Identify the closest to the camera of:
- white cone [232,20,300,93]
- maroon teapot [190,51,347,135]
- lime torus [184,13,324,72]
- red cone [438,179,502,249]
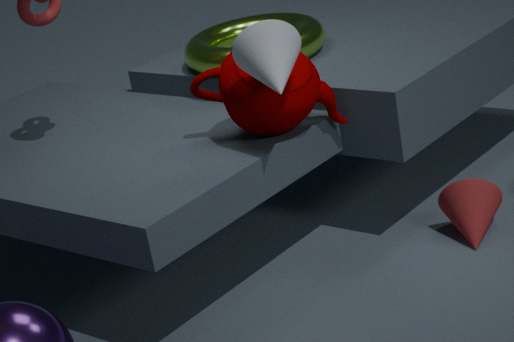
white cone [232,20,300,93]
